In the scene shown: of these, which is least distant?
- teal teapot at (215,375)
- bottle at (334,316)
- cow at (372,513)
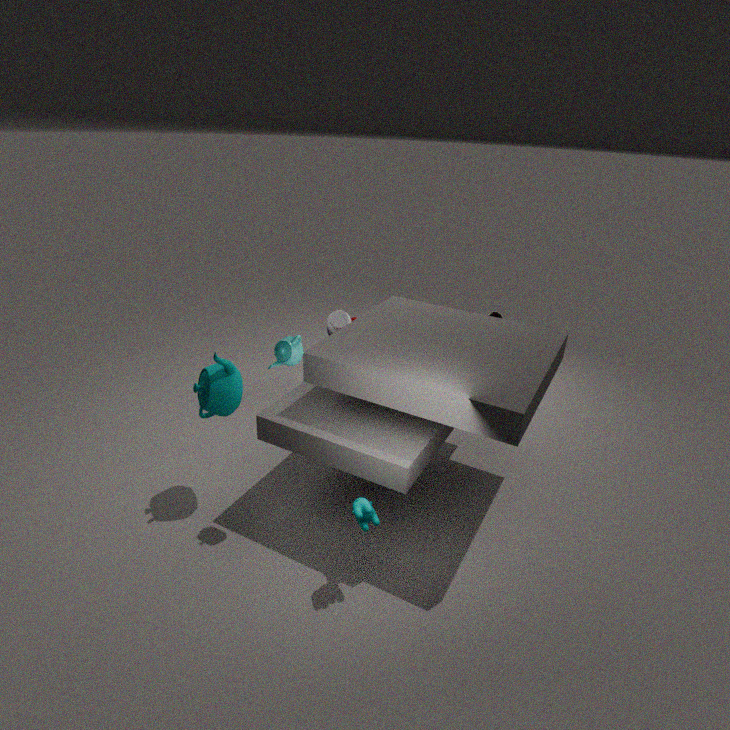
cow at (372,513)
